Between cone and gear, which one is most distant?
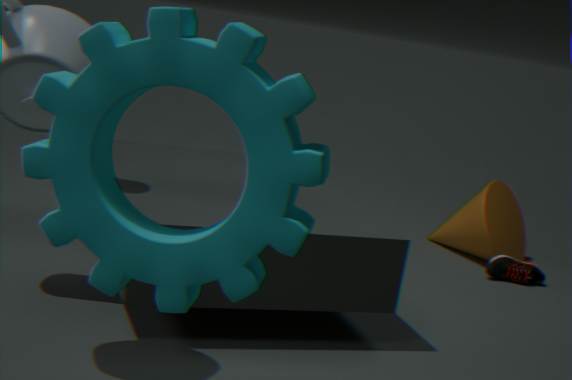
cone
